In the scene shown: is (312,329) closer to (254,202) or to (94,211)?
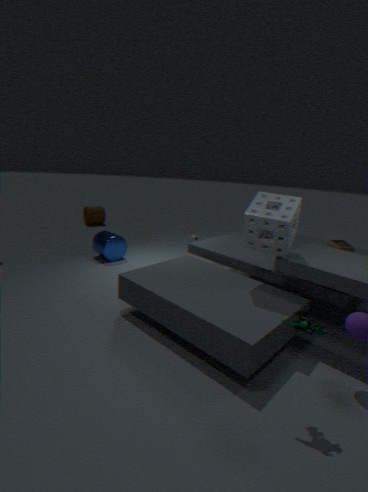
(254,202)
